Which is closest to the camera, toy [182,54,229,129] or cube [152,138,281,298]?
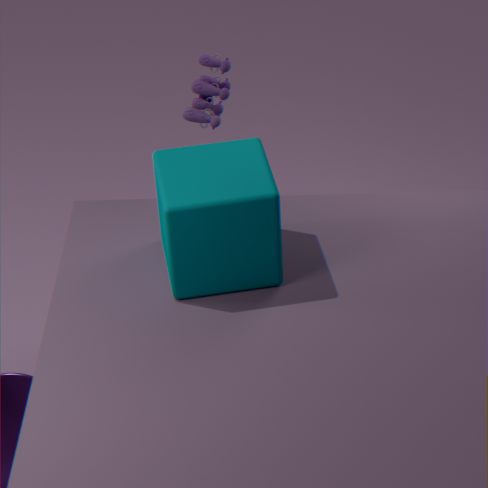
cube [152,138,281,298]
